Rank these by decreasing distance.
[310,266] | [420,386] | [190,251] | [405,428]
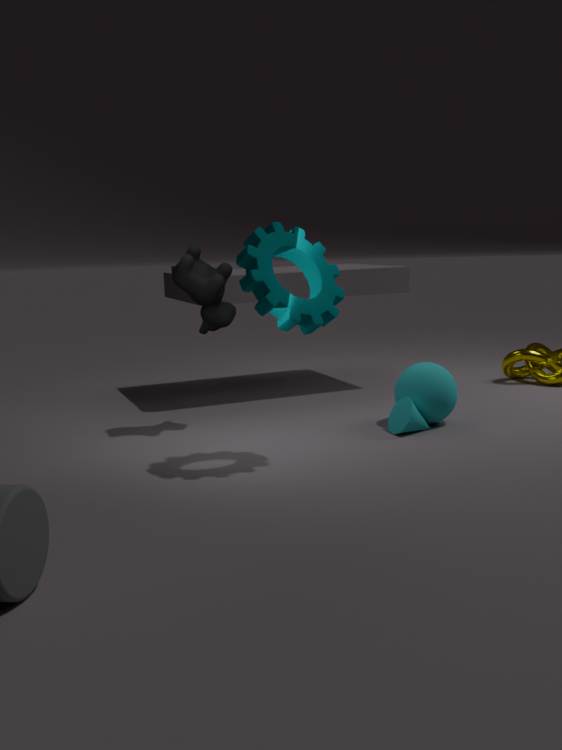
[420,386] → [190,251] → [405,428] → [310,266]
